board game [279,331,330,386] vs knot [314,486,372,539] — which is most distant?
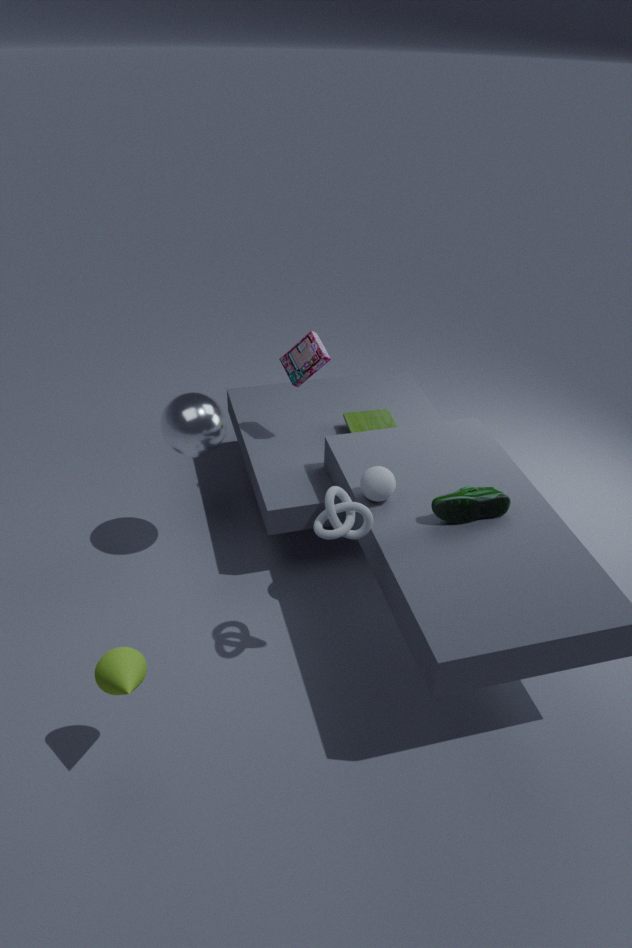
board game [279,331,330,386]
